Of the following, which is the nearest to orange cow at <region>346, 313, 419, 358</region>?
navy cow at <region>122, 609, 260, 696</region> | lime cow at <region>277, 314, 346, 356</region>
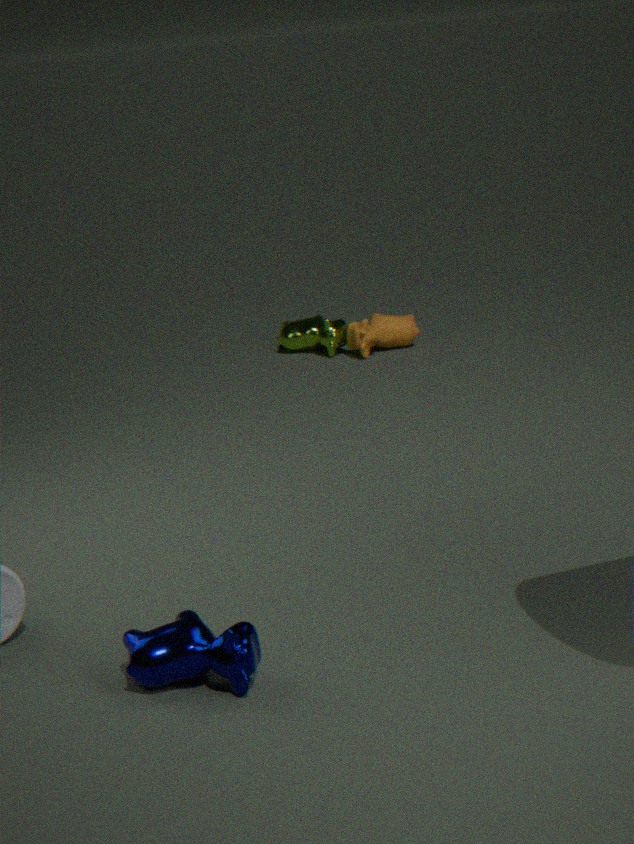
lime cow at <region>277, 314, 346, 356</region>
